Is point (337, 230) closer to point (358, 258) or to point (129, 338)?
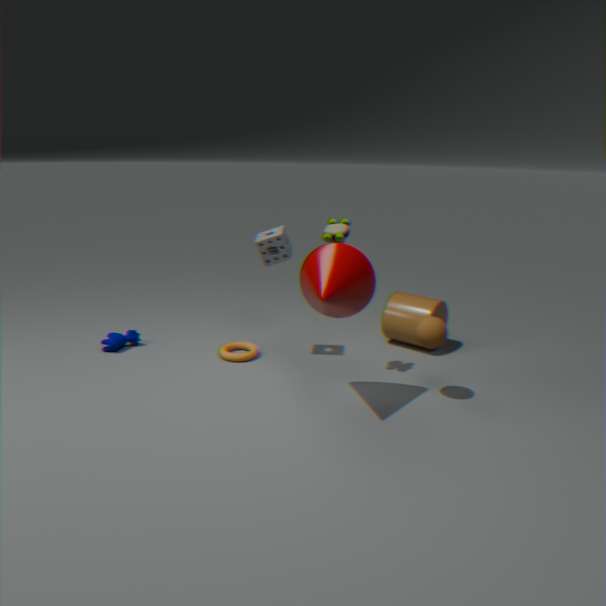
point (358, 258)
